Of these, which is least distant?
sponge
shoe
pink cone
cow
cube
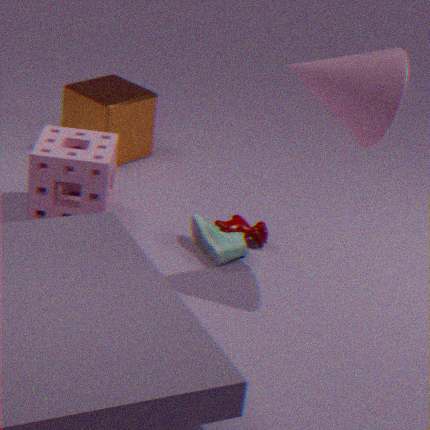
pink cone
